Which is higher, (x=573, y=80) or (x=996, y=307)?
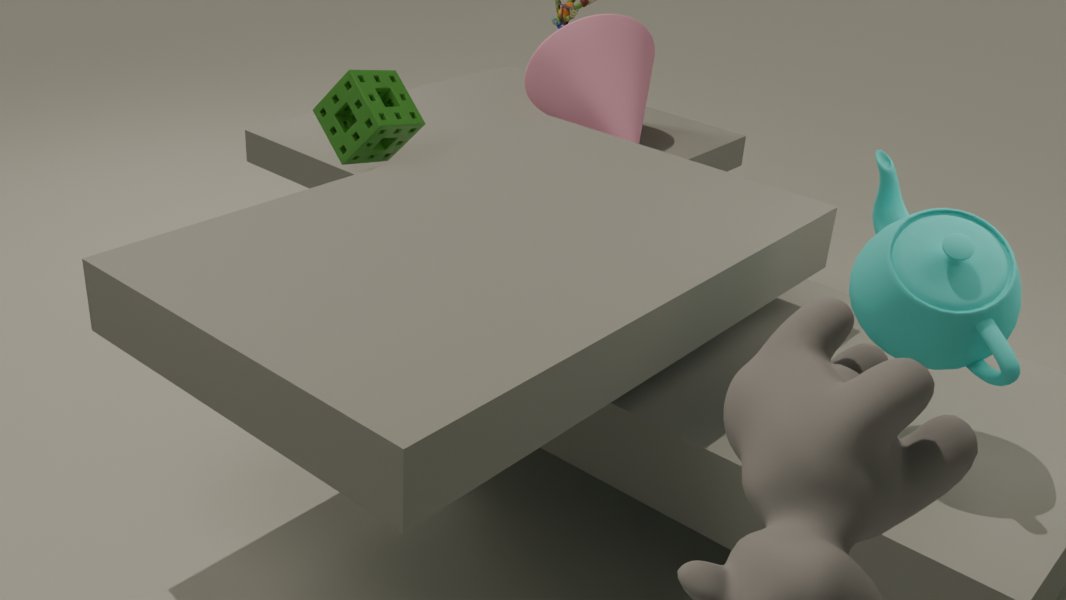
(x=996, y=307)
